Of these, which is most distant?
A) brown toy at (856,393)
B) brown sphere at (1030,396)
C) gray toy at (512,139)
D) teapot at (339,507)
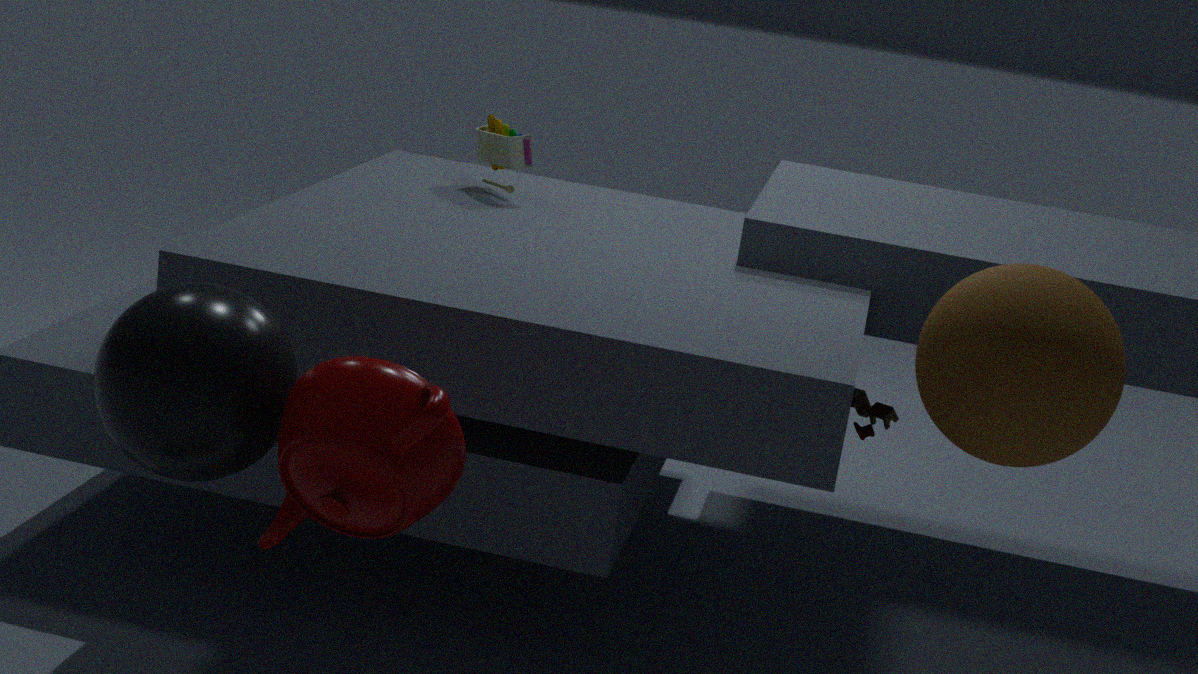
gray toy at (512,139)
